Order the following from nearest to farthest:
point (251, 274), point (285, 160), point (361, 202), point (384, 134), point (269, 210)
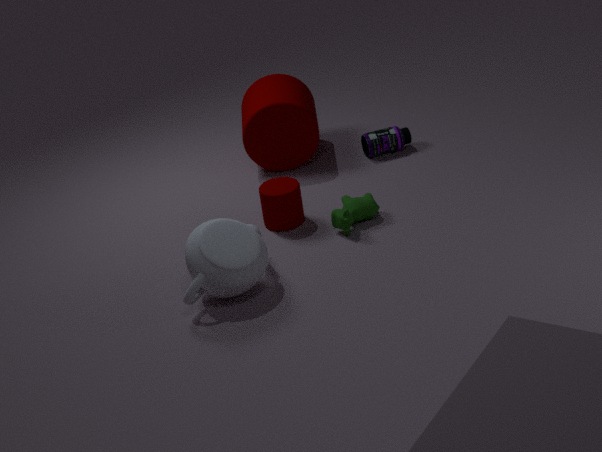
1. point (251, 274)
2. point (361, 202)
3. point (269, 210)
4. point (285, 160)
5. point (384, 134)
